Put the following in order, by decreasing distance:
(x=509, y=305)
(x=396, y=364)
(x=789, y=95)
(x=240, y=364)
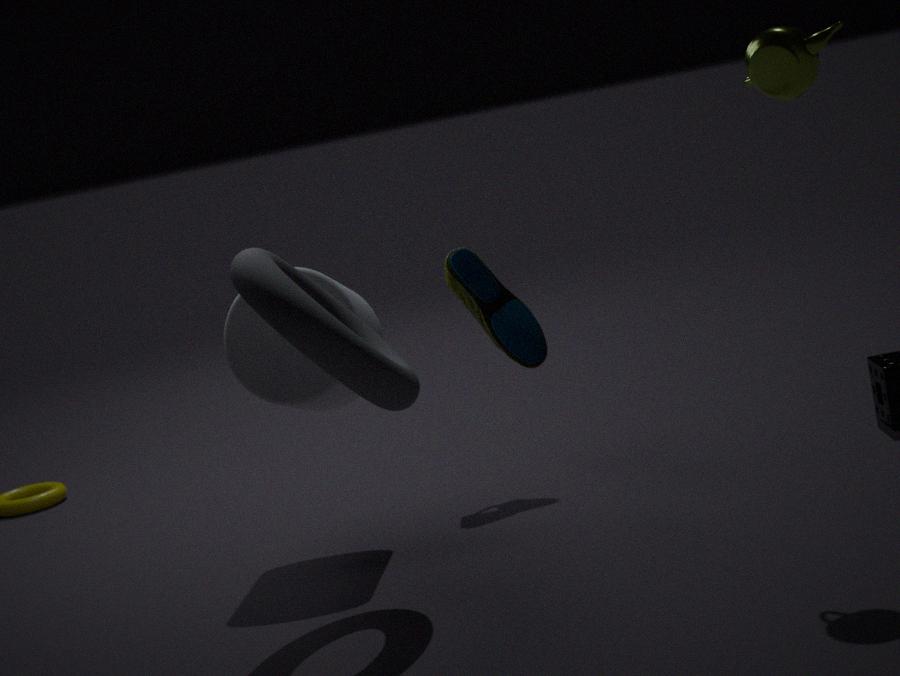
(x=509, y=305)
(x=240, y=364)
(x=396, y=364)
(x=789, y=95)
